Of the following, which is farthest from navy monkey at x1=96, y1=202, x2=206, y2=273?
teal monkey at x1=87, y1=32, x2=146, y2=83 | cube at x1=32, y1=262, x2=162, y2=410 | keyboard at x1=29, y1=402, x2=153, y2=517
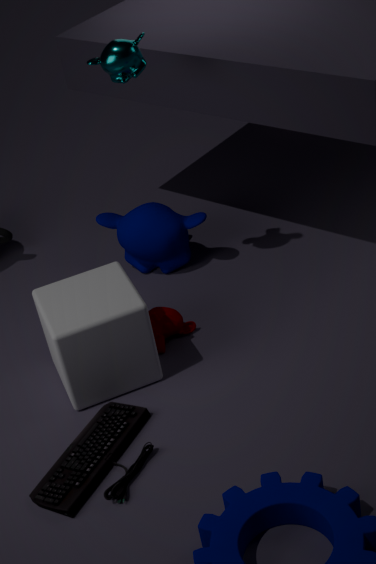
keyboard at x1=29, y1=402, x2=153, y2=517
